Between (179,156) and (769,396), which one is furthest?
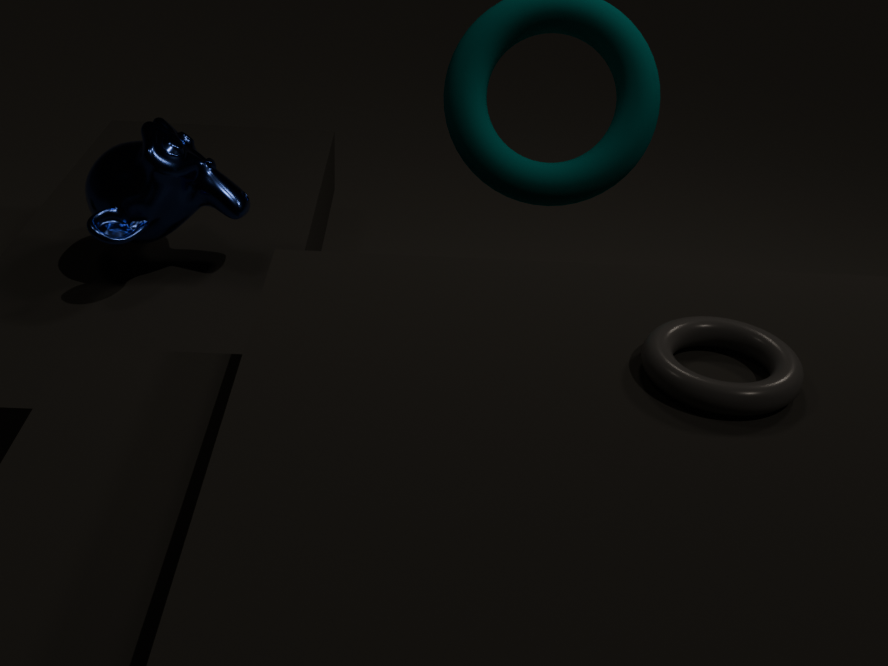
(179,156)
